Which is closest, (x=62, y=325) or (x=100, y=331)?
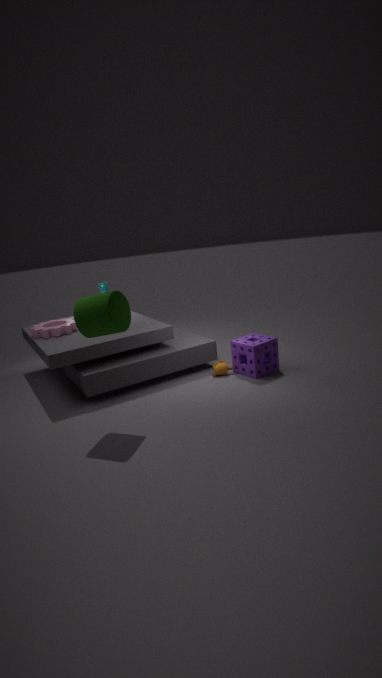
(x=100, y=331)
